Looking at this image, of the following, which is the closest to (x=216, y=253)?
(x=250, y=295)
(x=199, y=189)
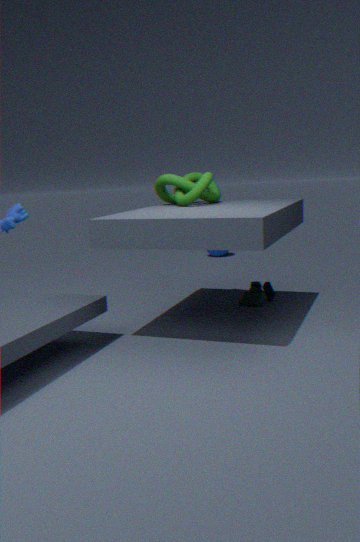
(x=250, y=295)
